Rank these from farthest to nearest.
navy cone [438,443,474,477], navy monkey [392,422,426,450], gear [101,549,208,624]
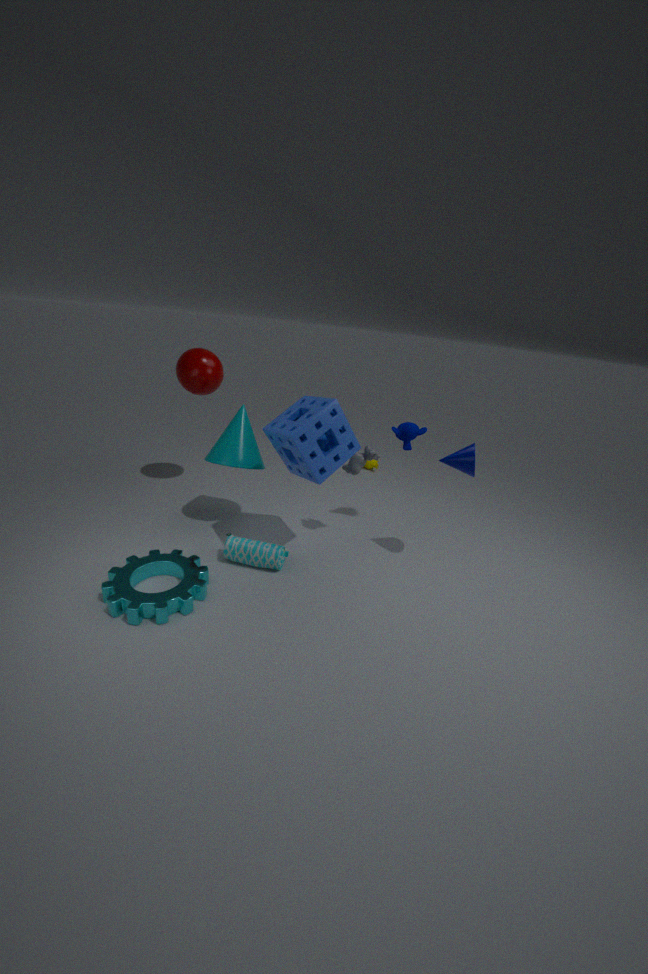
navy monkey [392,422,426,450]
navy cone [438,443,474,477]
gear [101,549,208,624]
